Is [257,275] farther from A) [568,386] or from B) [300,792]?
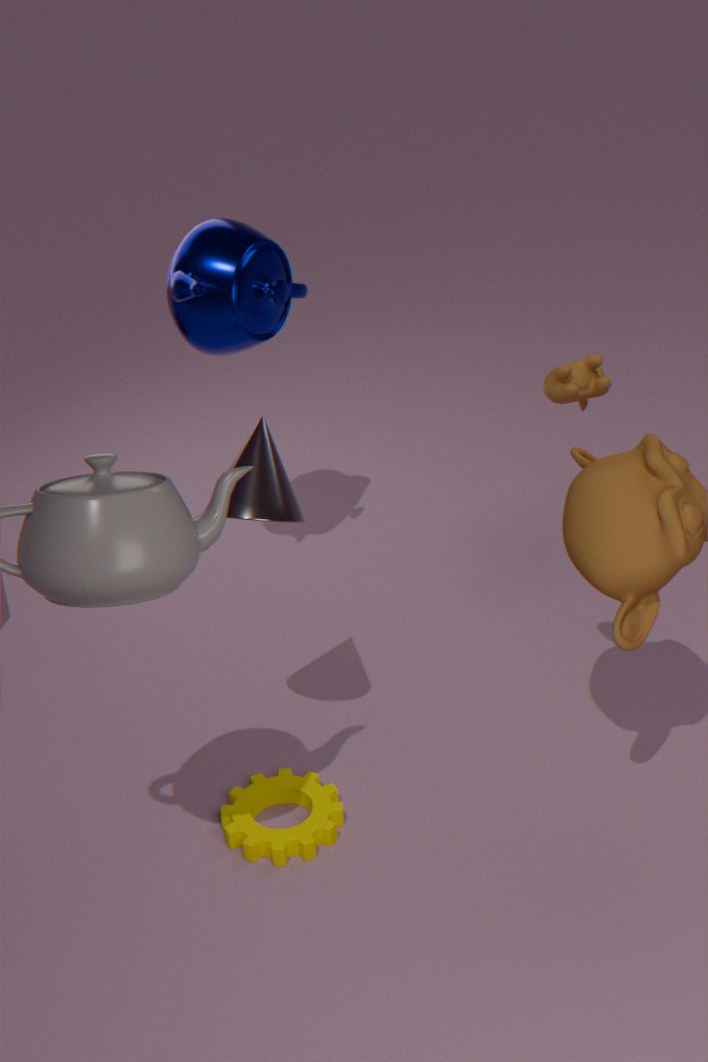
B) [300,792]
